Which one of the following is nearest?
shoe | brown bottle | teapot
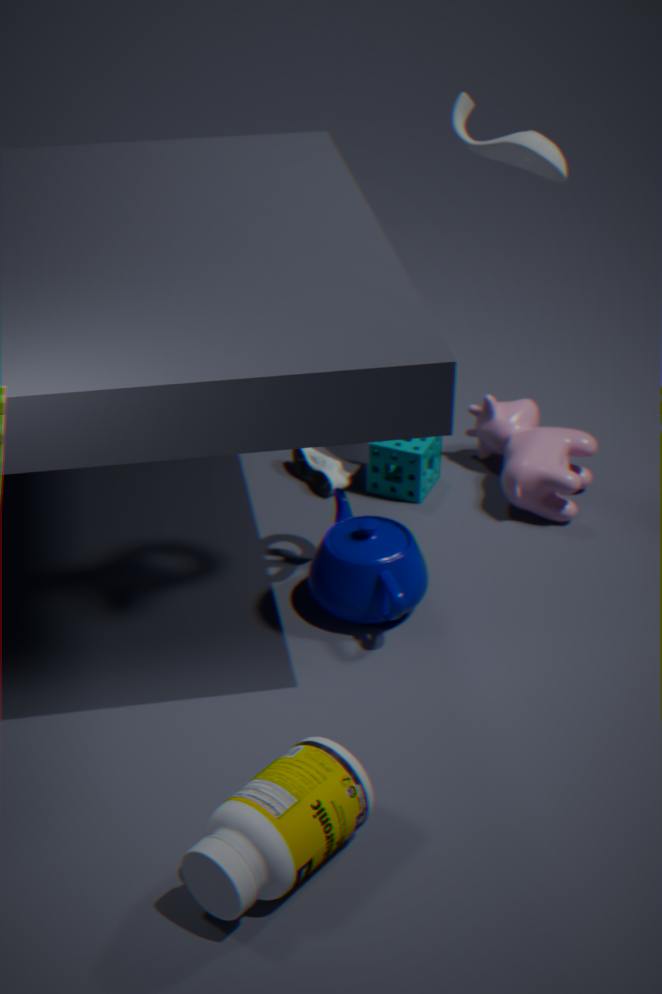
brown bottle
